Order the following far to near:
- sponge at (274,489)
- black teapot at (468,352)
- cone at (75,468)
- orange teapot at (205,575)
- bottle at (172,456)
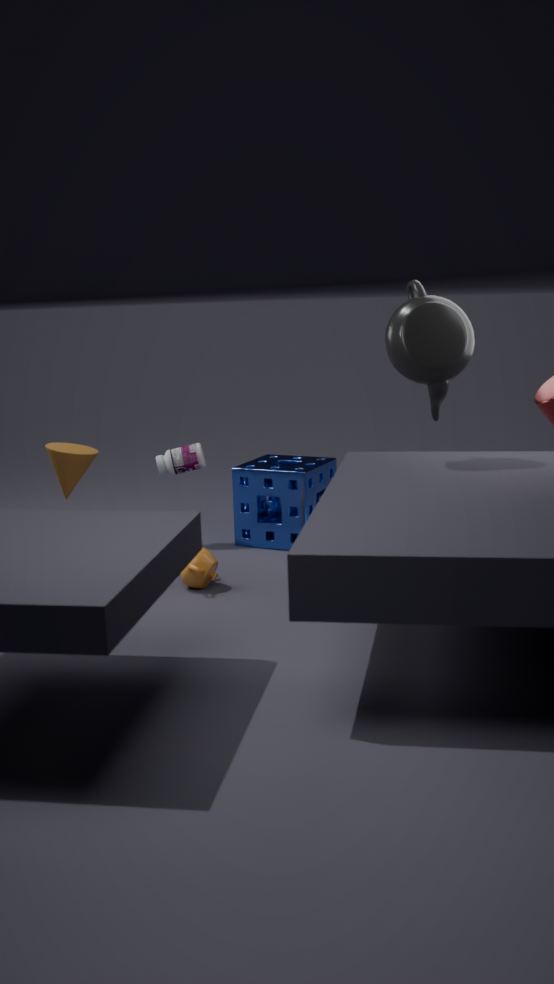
bottle at (172,456)
sponge at (274,489)
cone at (75,468)
orange teapot at (205,575)
black teapot at (468,352)
